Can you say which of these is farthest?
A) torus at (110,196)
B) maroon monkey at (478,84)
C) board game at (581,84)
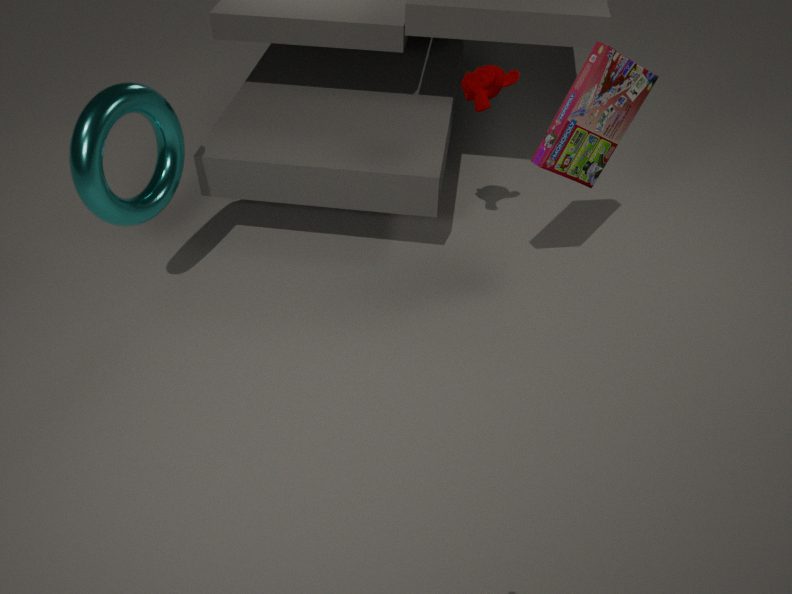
maroon monkey at (478,84)
